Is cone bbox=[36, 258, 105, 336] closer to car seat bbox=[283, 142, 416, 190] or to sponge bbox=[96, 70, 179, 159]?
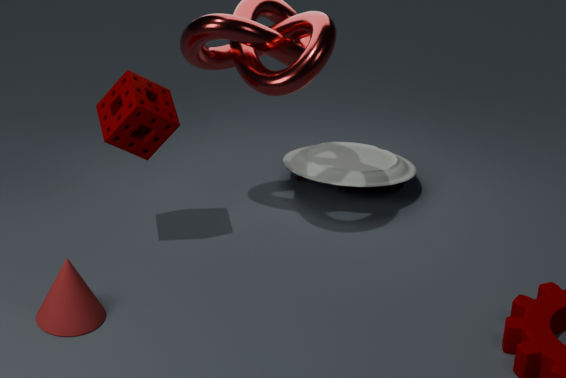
sponge bbox=[96, 70, 179, 159]
